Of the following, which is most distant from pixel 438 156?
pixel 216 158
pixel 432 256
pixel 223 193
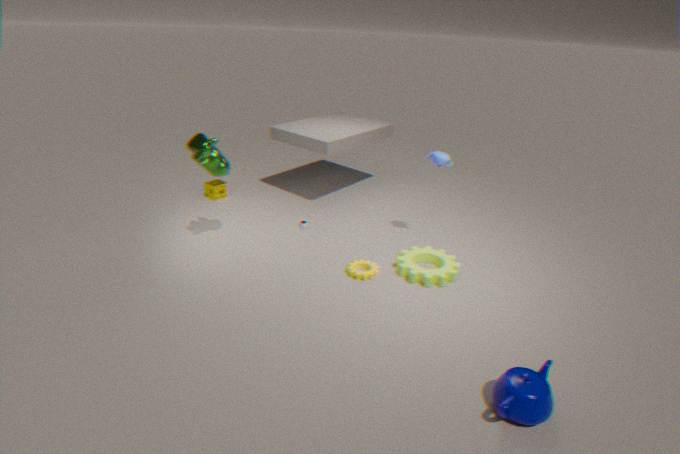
pixel 223 193
